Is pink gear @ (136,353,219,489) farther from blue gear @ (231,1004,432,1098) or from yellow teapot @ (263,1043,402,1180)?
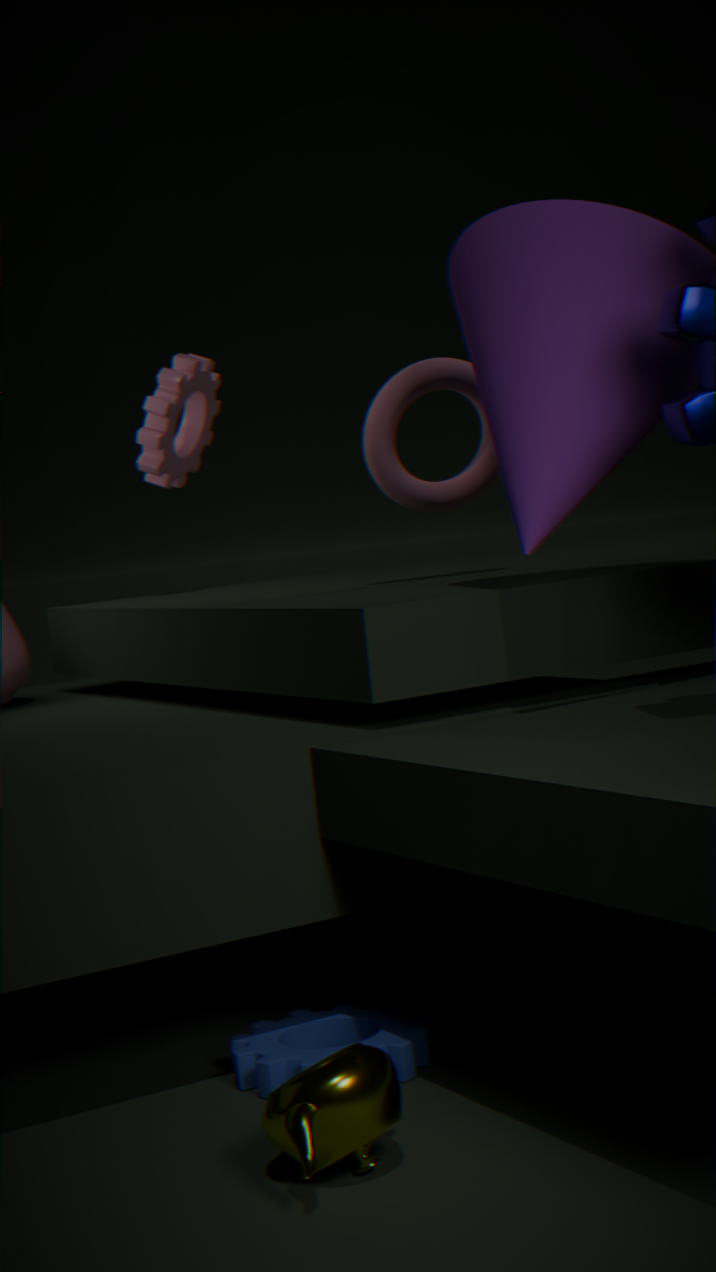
yellow teapot @ (263,1043,402,1180)
